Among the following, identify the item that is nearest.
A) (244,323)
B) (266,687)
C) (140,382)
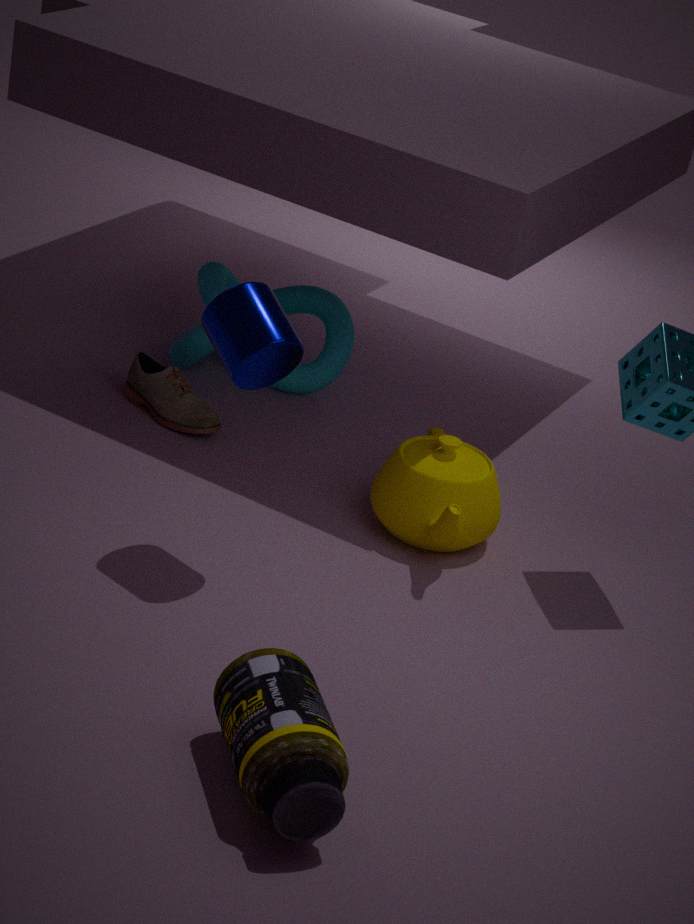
B. (266,687)
